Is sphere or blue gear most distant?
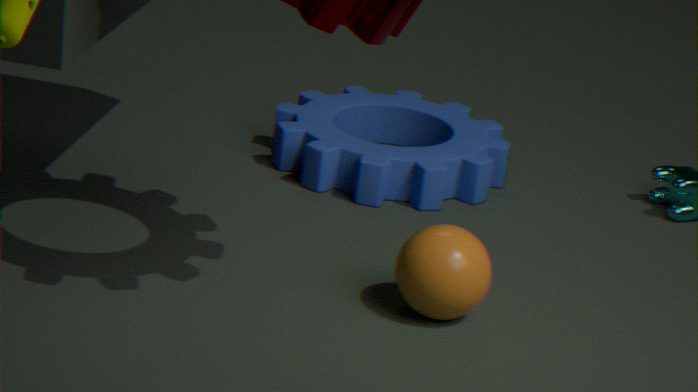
blue gear
